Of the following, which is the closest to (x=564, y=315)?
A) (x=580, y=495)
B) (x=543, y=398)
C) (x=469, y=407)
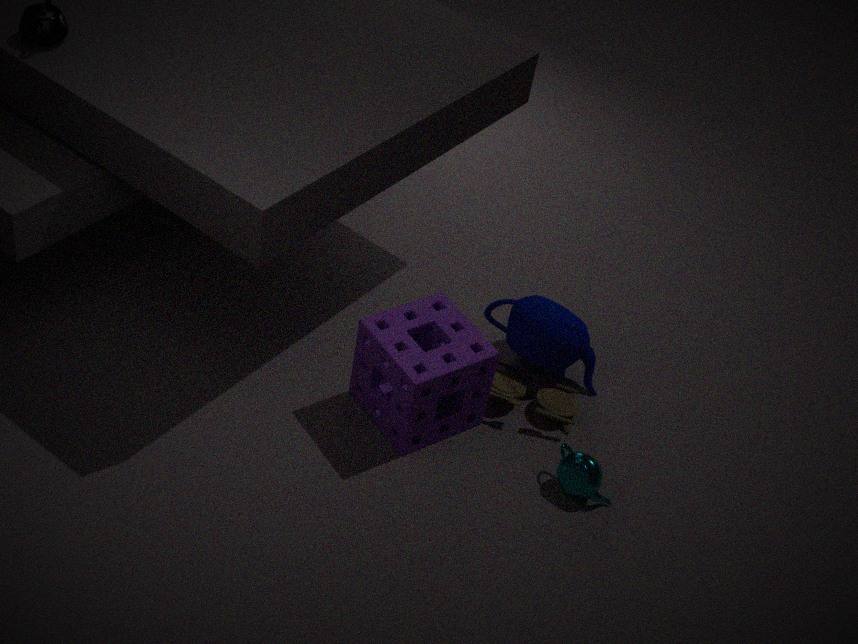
(x=543, y=398)
